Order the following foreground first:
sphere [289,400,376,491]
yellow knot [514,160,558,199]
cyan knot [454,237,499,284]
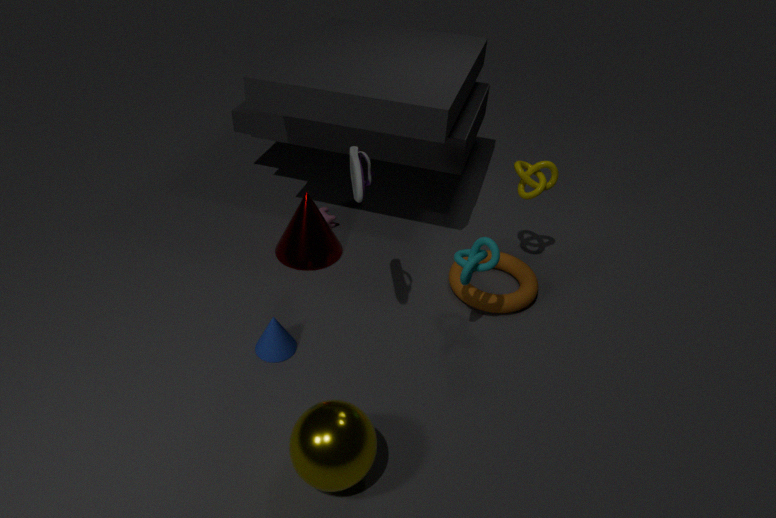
sphere [289,400,376,491]
cyan knot [454,237,499,284]
yellow knot [514,160,558,199]
